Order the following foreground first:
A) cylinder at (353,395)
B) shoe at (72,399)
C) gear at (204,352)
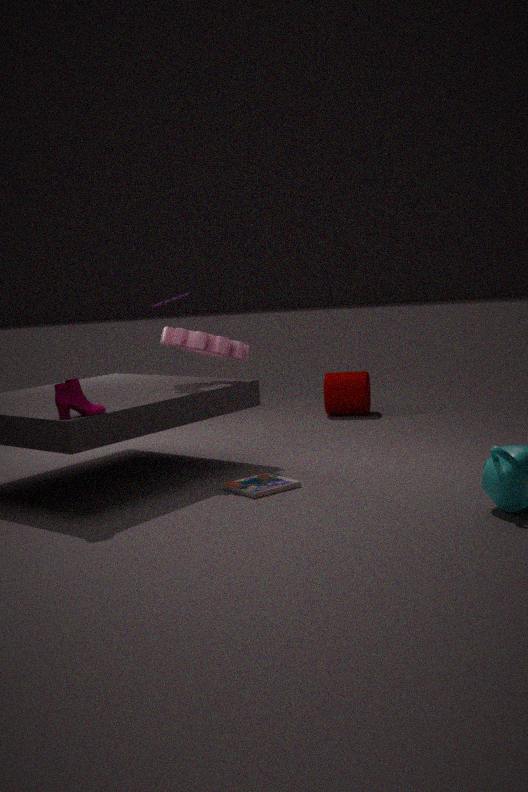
shoe at (72,399) → gear at (204,352) → cylinder at (353,395)
